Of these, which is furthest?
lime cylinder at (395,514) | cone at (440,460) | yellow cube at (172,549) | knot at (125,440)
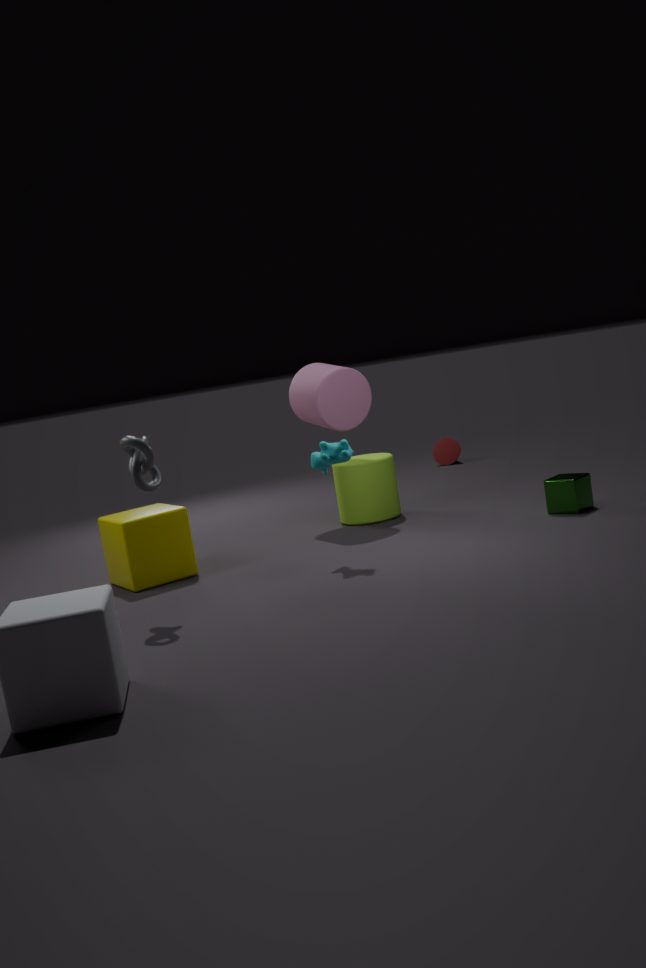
cone at (440,460)
